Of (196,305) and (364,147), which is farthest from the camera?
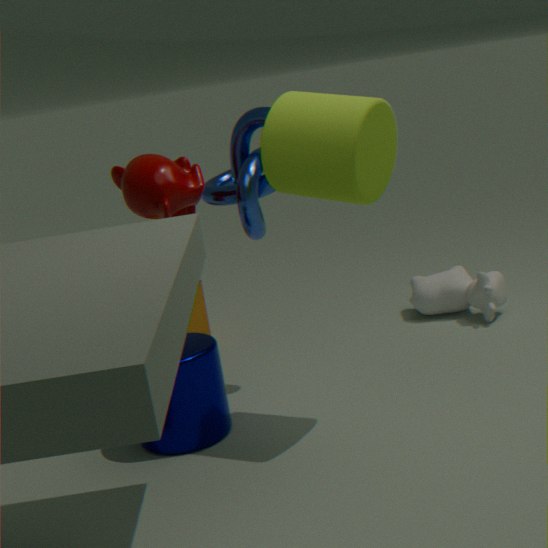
(196,305)
